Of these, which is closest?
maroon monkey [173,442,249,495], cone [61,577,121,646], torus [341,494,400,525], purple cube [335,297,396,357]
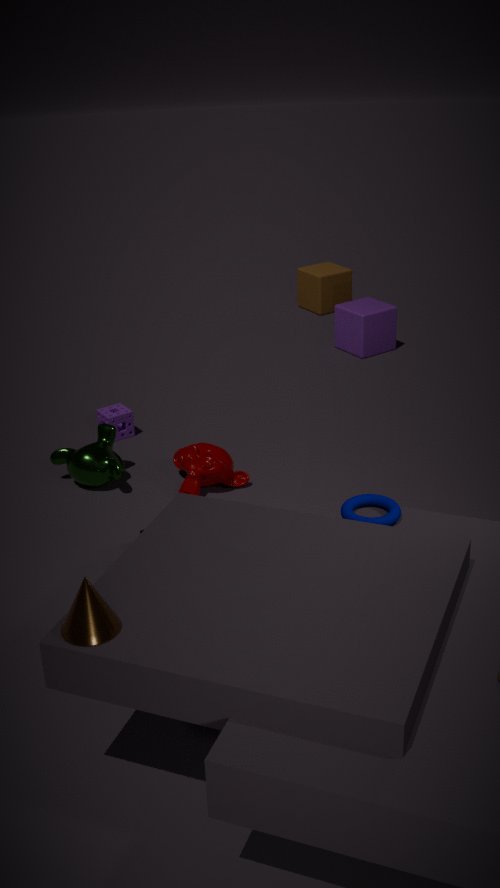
cone [61,577,121,646]
